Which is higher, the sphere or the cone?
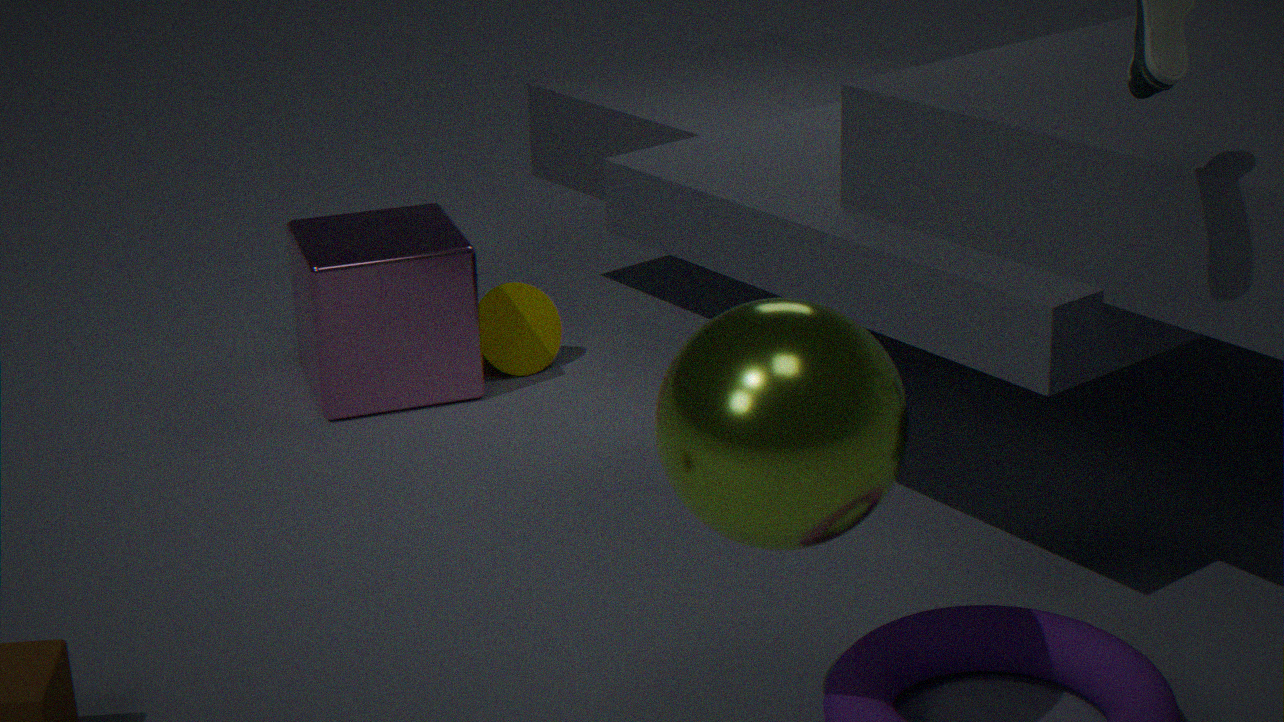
the sphere
